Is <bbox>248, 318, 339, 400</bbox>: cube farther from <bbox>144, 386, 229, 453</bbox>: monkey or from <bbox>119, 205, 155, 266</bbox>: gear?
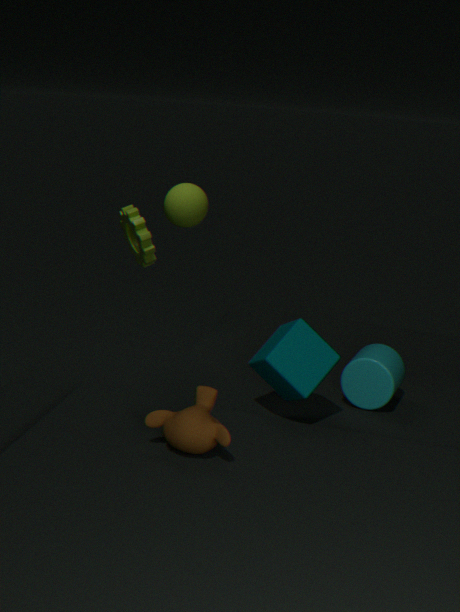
<bbox>119, 205, 155, 266</bbox>: gear
